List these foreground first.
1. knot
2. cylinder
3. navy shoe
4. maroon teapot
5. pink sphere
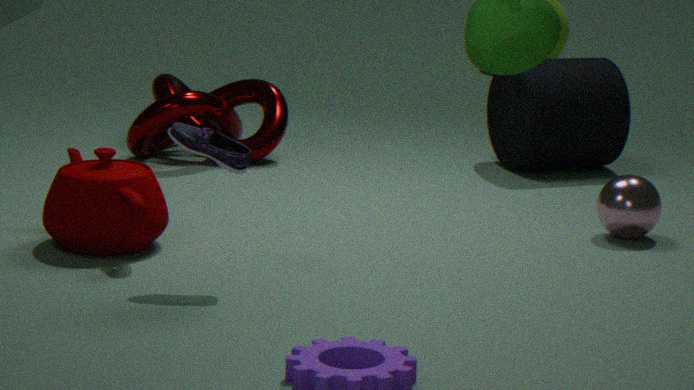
navy shoe < maroon teapot < pink sphere < cylinder < knot
